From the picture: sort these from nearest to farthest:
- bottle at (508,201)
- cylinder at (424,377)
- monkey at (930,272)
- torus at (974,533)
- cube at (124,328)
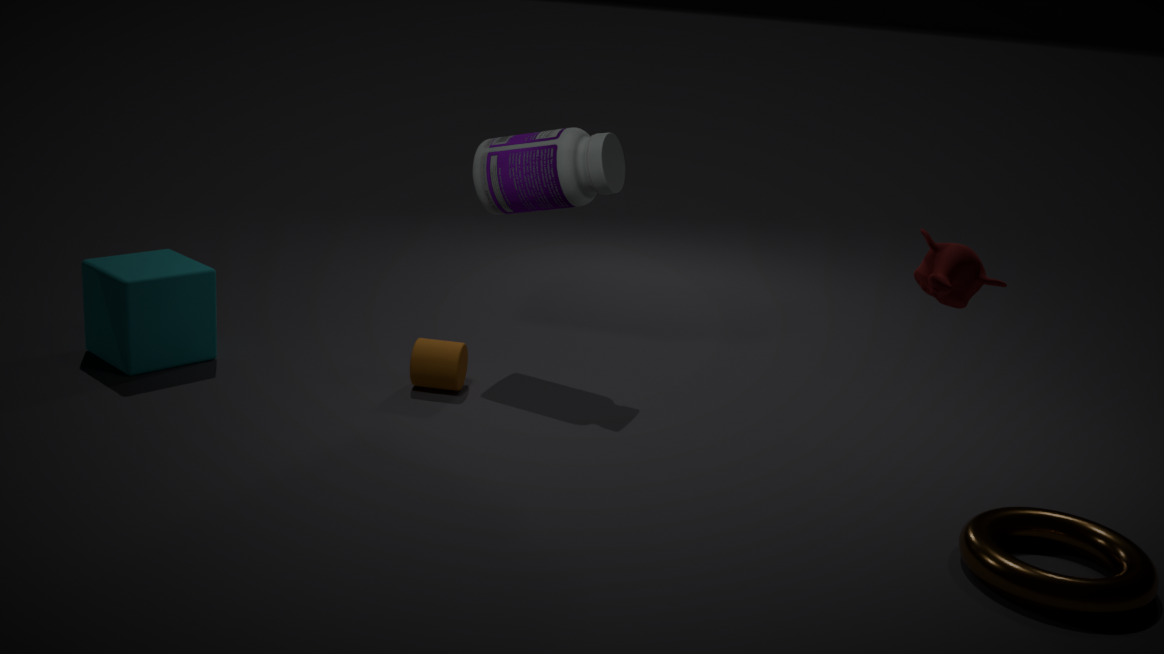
1. monkey at (930,272)
2. torus at (974,533)
3. cube at (124,328)
4. cylinder at (424,377)
5. bottle at (508,201)
